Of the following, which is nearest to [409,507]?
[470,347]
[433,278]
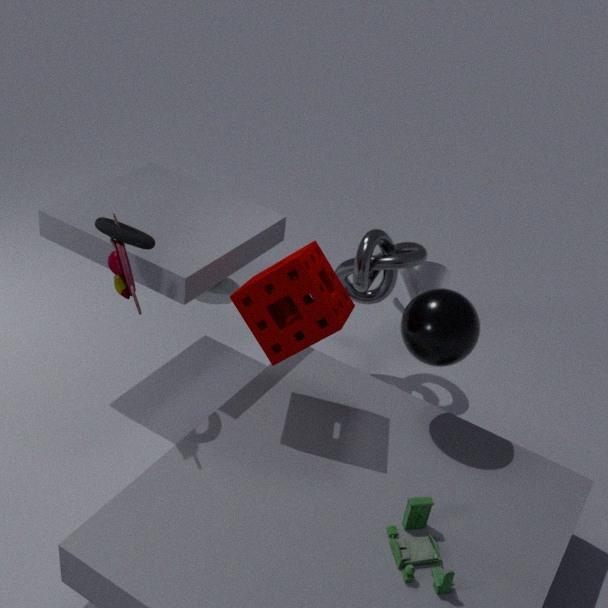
[470,347]
